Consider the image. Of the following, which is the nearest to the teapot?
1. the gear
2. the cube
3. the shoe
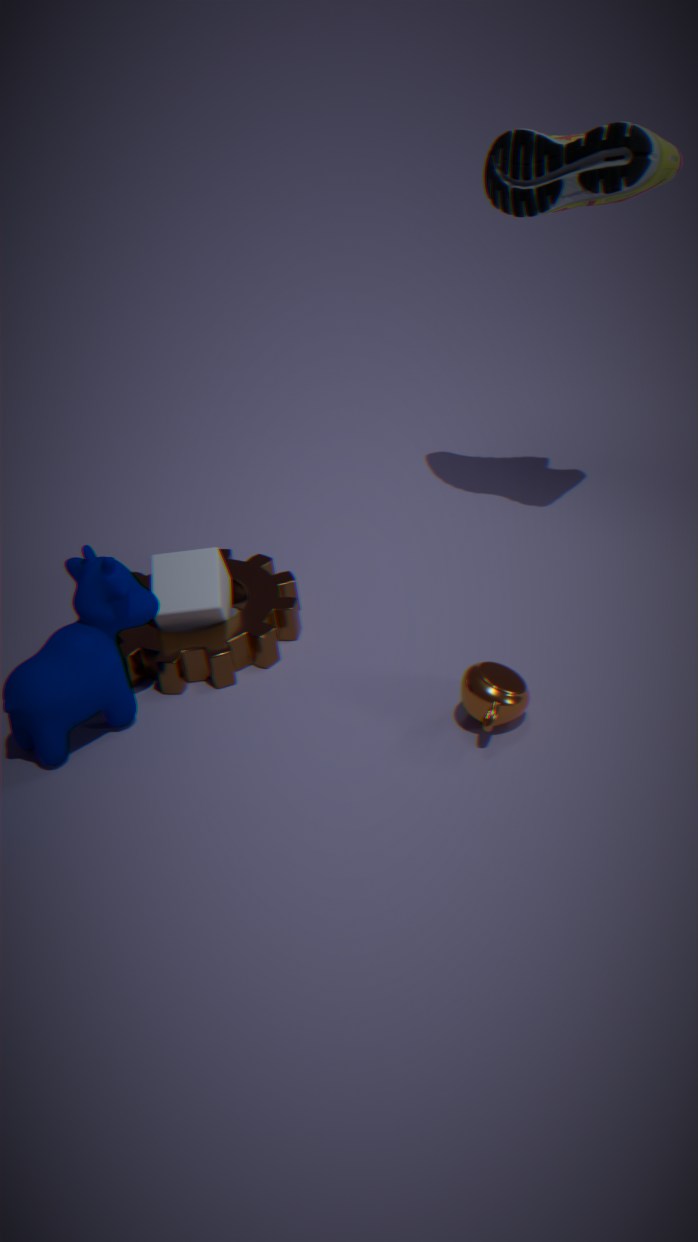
the gear
